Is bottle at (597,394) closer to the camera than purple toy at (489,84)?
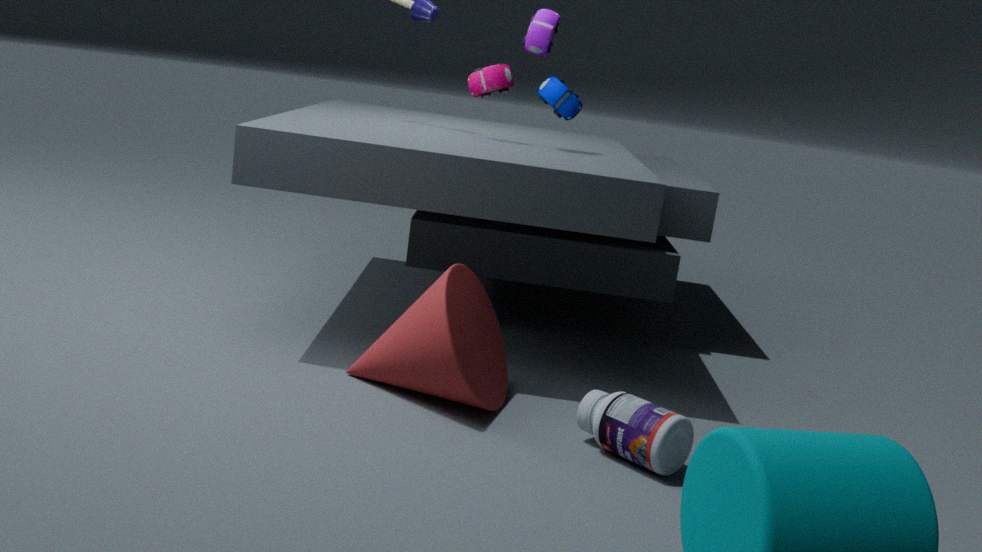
Yes
